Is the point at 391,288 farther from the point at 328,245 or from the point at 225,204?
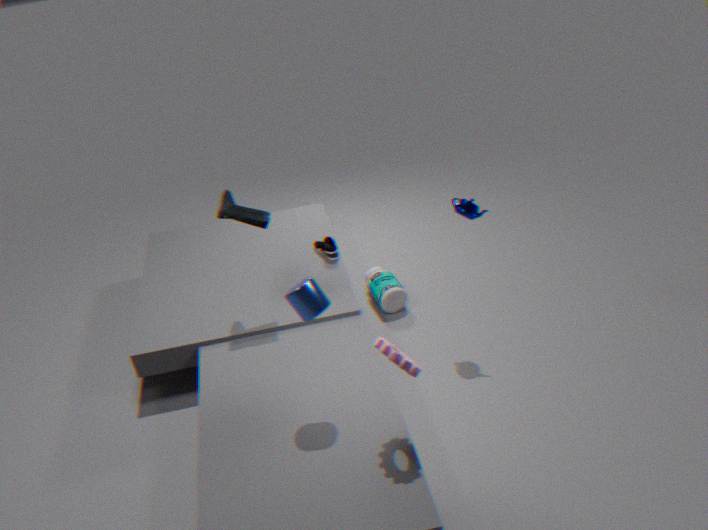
the point at 225,204
